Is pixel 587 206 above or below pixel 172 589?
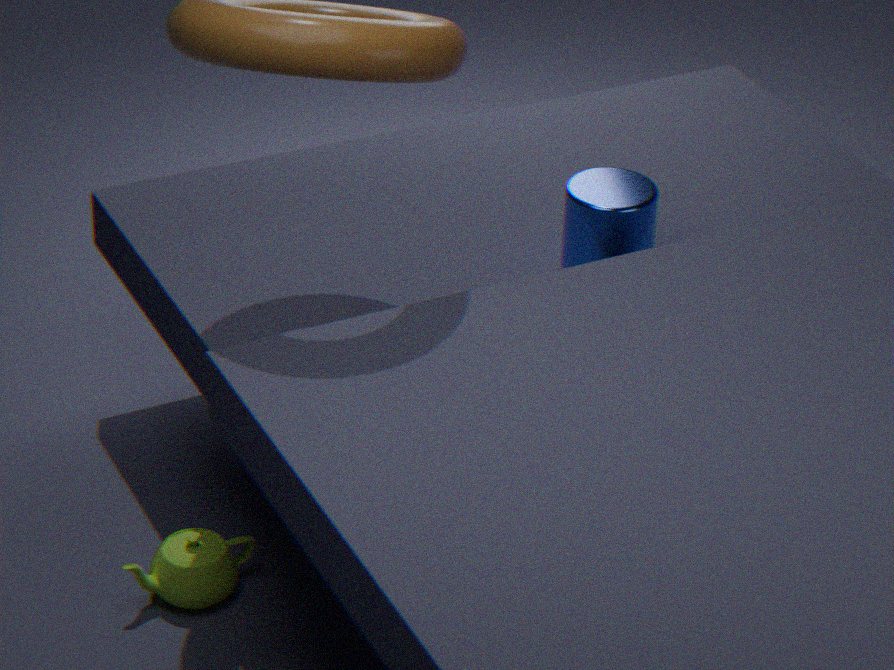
above
